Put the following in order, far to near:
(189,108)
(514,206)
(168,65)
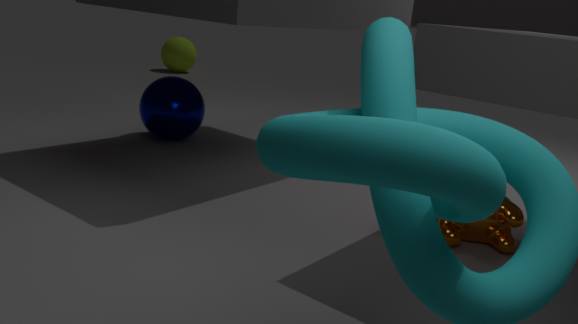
(168,65) → (189,108) → (514,206)
